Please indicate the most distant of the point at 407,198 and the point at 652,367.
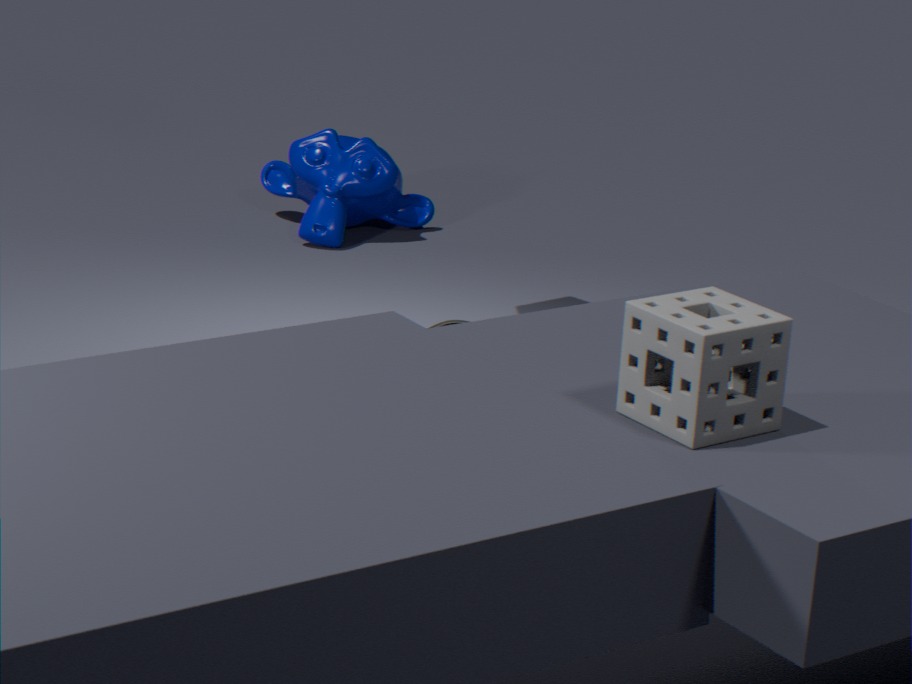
the point at 407,198
